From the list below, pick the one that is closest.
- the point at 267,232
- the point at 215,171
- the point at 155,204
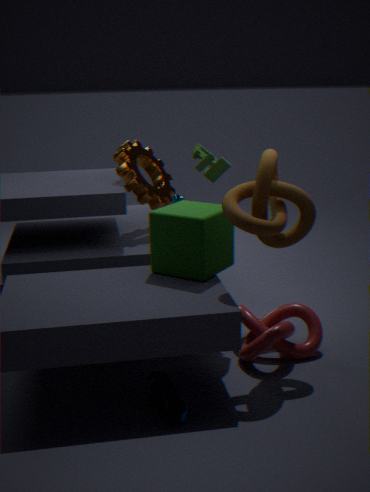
the point at 267,232
